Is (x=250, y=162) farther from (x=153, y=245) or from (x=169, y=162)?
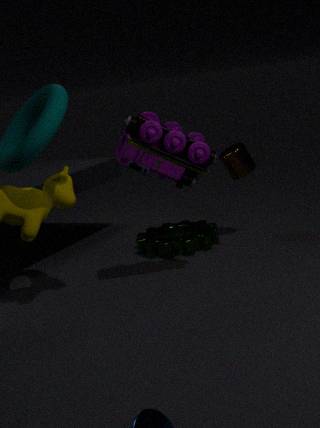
(x=169, y=162)
